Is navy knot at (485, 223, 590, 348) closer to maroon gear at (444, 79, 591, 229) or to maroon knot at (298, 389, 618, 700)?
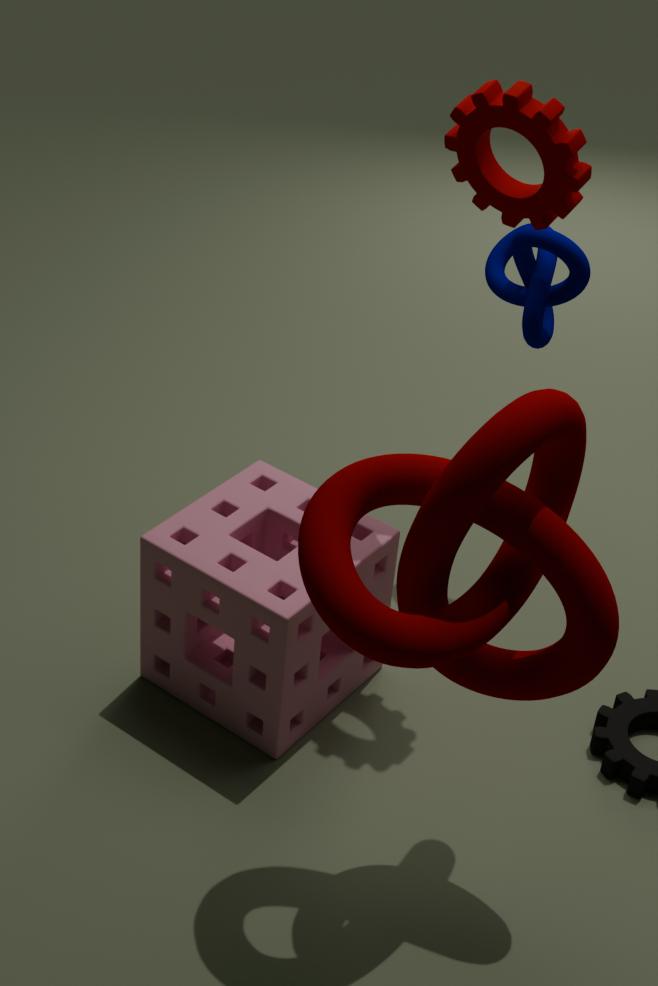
maroon gear at (444, 79, 591, 229)
